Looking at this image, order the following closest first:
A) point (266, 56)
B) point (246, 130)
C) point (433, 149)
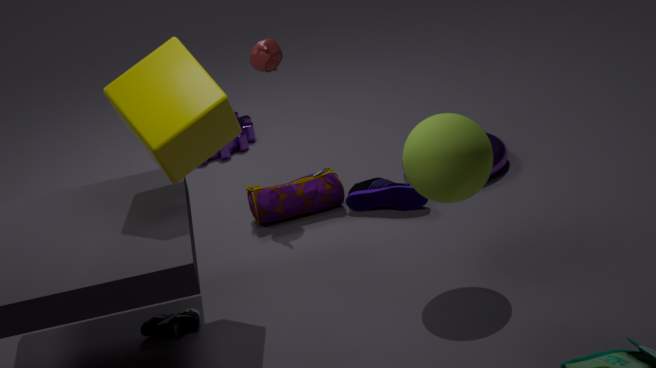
point (433, 149) < point (266, 56) < point (246, 130)
